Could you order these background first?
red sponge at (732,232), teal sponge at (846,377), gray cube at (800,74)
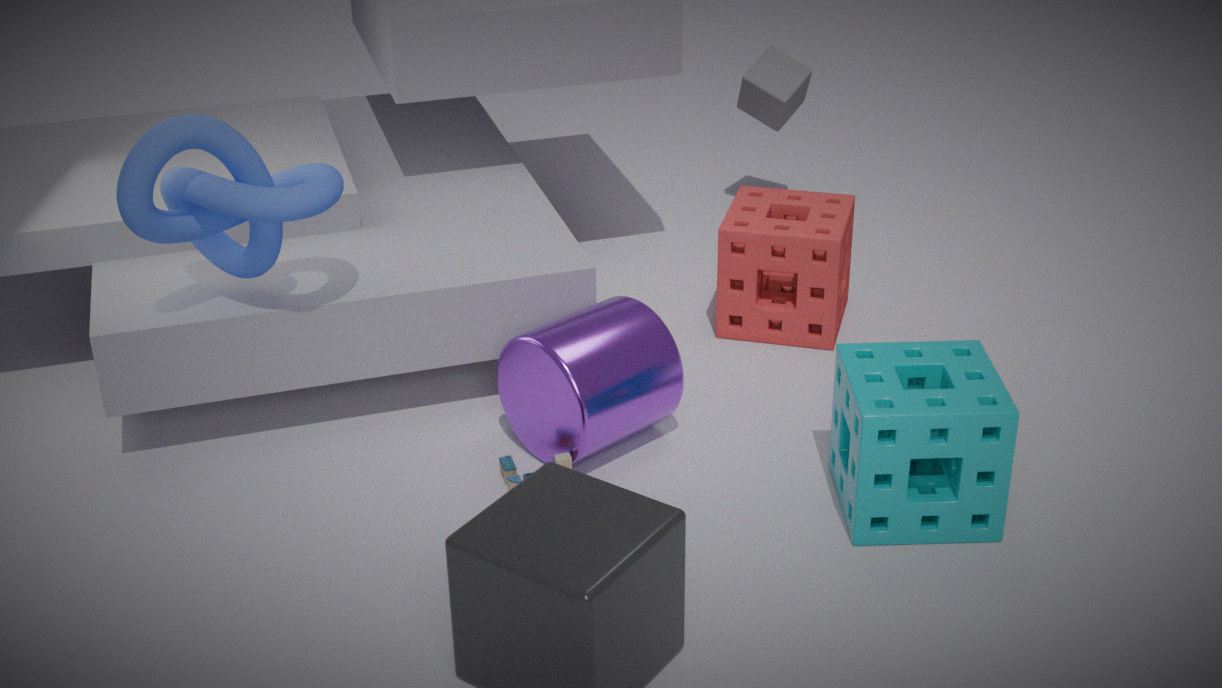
gray cube at (800,74) < red sponge at (732,232) < teal sponge at (846,377)
